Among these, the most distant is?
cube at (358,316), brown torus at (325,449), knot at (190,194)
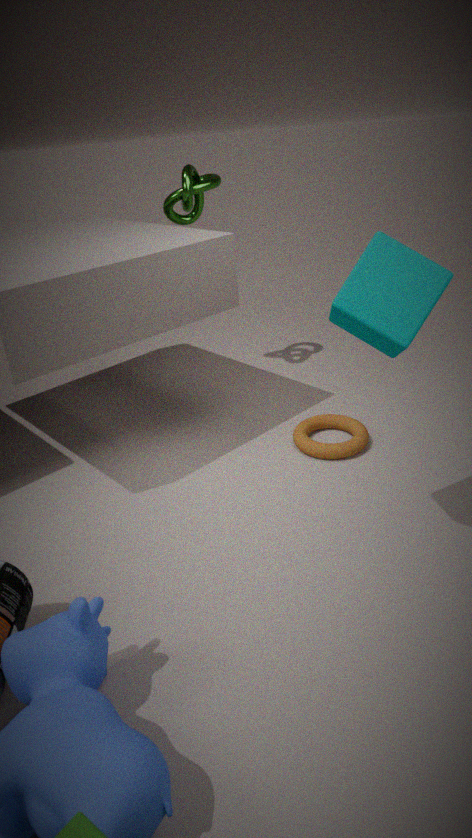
knot at (190,194)
